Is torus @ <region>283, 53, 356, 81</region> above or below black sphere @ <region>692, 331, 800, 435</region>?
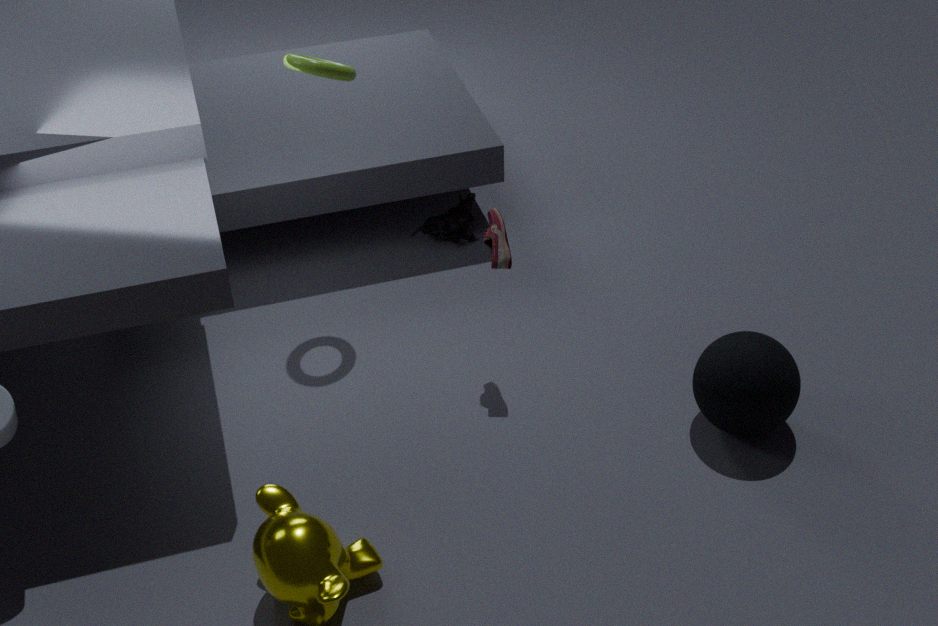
above
